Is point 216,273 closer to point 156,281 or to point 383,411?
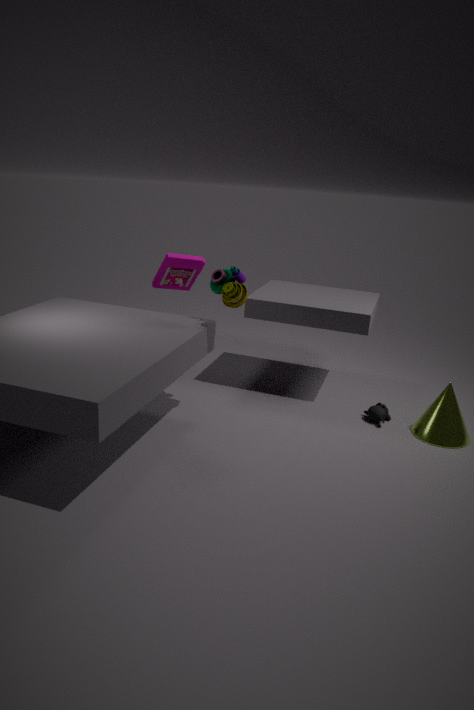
point 156,281
